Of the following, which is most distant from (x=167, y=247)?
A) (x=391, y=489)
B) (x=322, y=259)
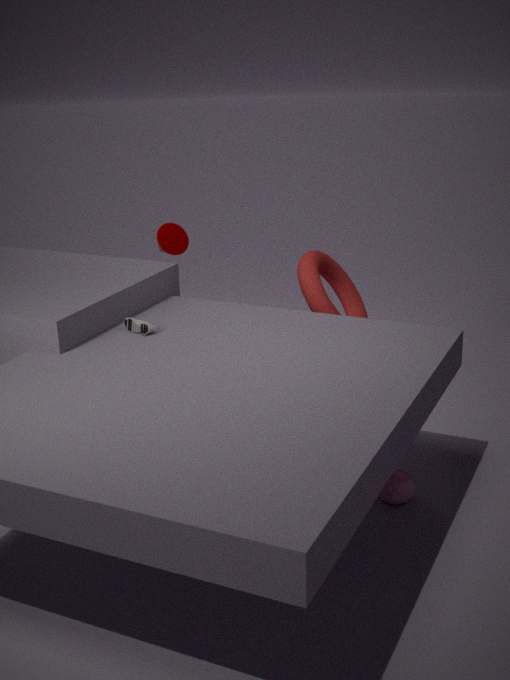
(x=391, y=489)
